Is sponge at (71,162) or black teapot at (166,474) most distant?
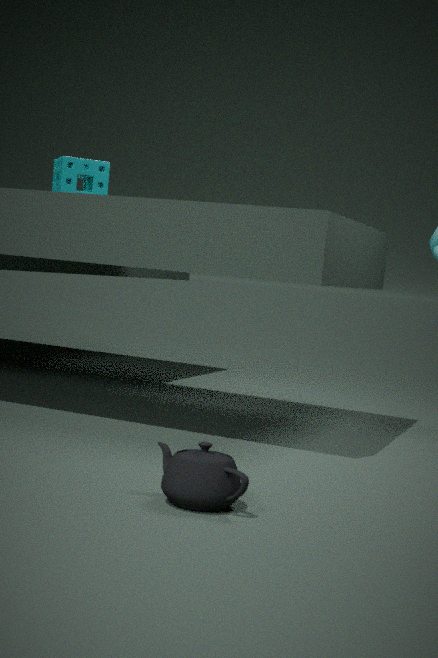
sponge at (71,162)
